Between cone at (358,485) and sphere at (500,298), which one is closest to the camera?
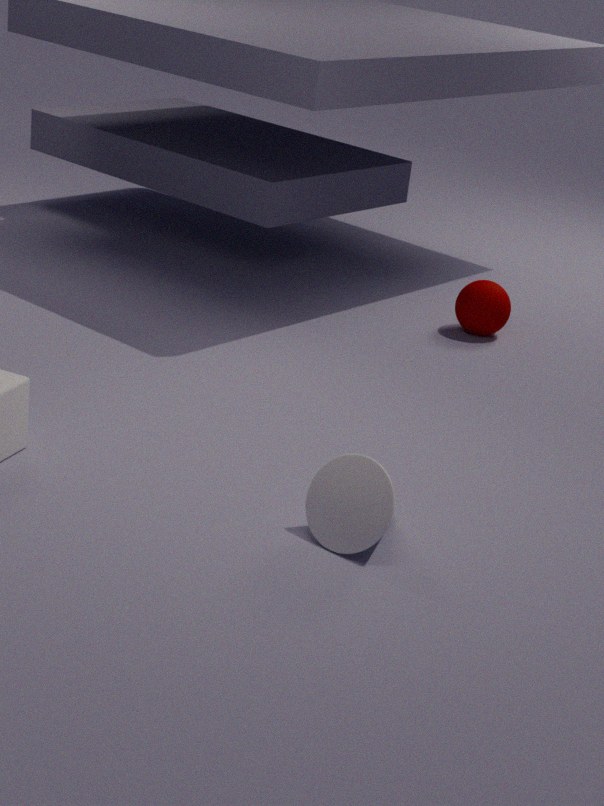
cone at (358,485)
